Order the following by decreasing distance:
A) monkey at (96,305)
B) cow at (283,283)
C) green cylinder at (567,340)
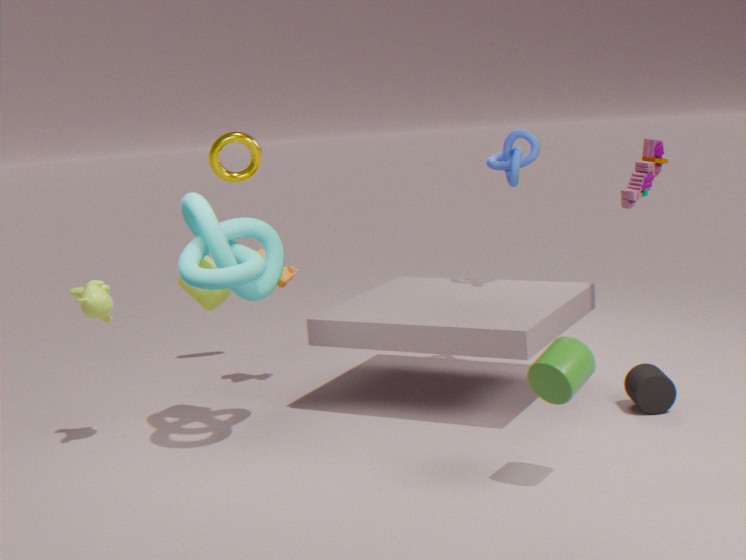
cow at (283,283)
monkey at (96,305)
green cylinder at (567,340)
